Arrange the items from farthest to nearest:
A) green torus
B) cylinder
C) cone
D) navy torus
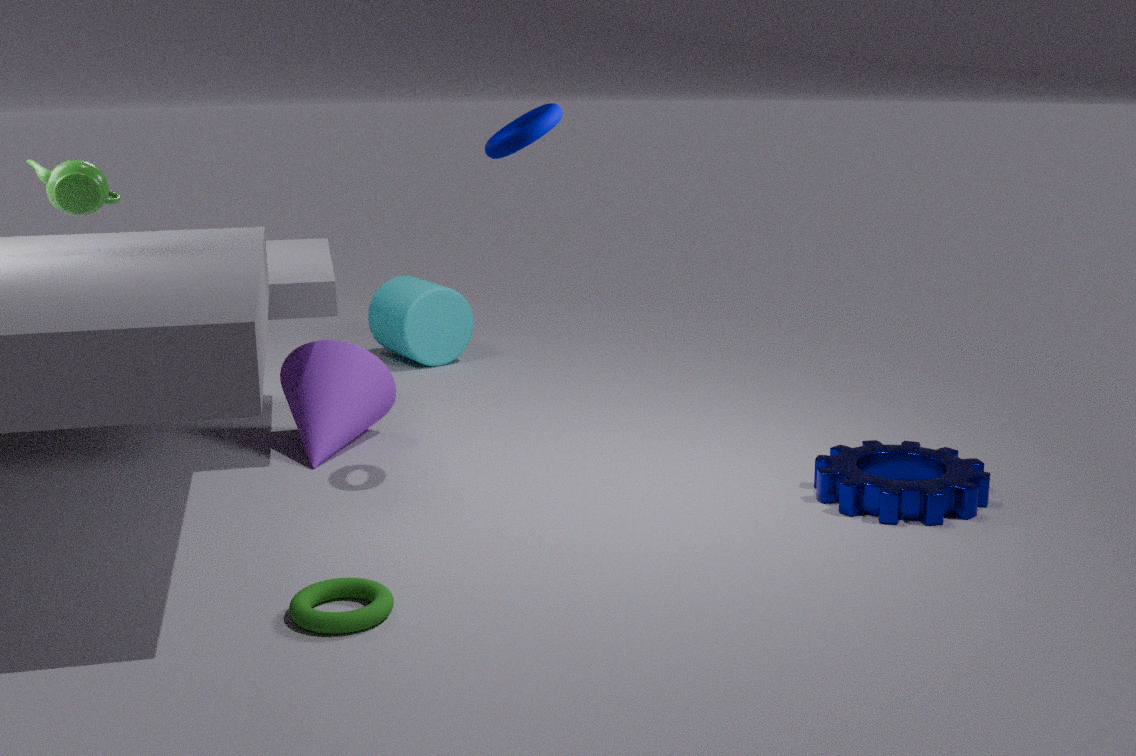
cylinder < cone < navy torus < green torus
